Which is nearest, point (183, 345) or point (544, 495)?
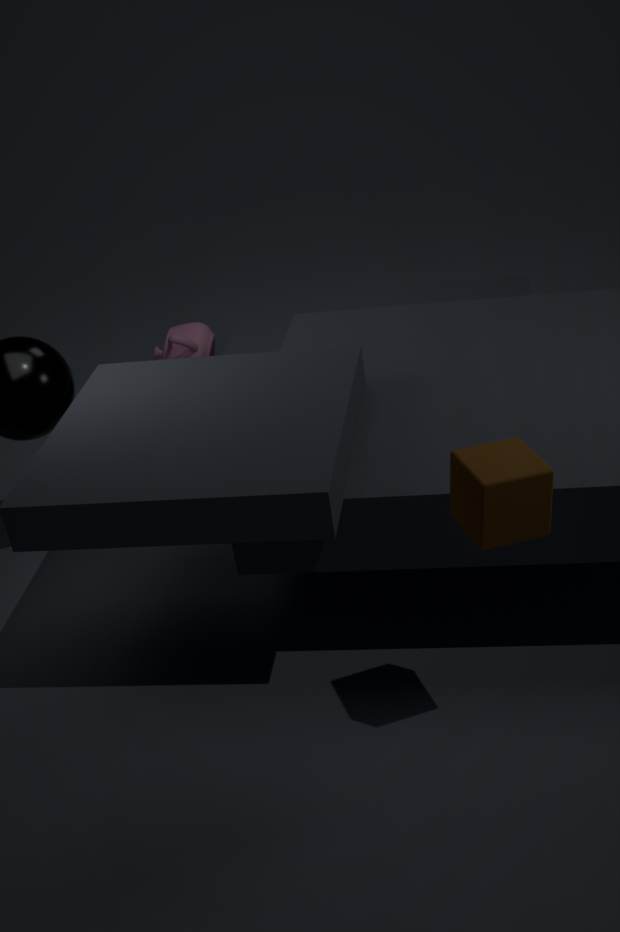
point (544, 495)
